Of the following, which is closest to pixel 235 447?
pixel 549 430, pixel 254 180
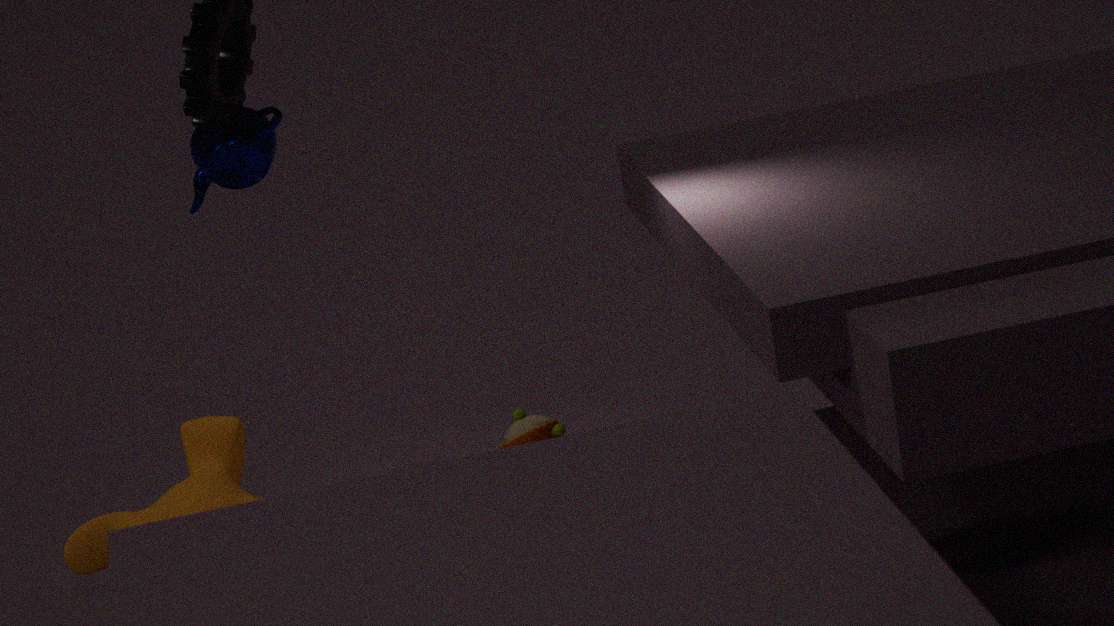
pixel 254 180
